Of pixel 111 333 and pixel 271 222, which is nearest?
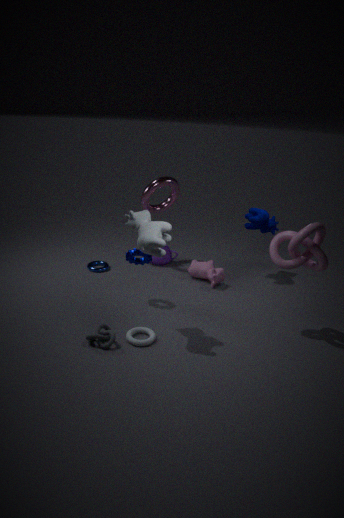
pixel 111 333
